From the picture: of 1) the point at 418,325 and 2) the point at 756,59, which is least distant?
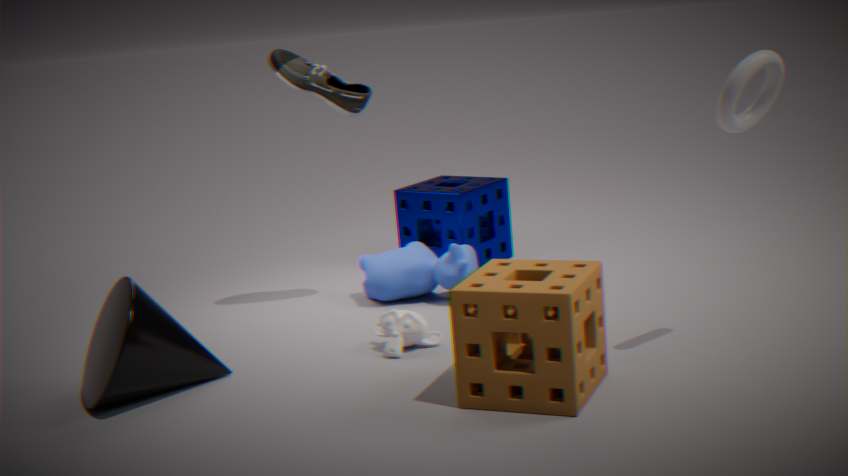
2. the point at 756,59
